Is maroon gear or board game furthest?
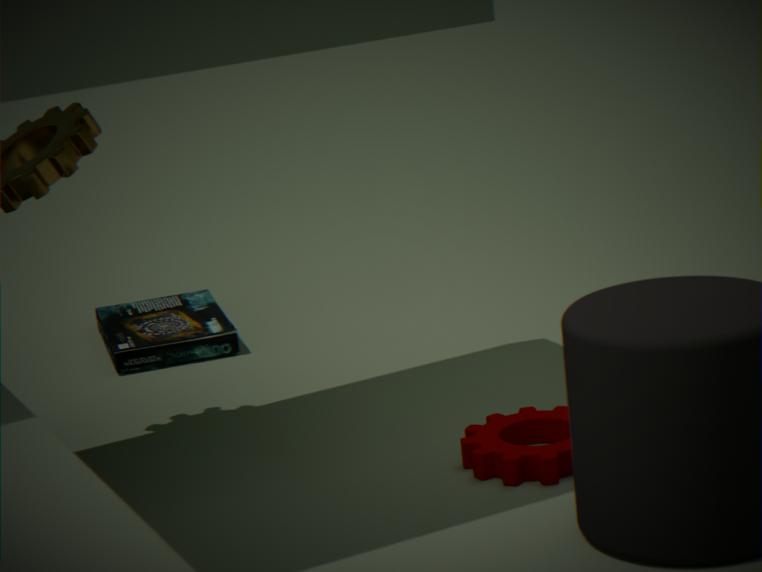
board game
